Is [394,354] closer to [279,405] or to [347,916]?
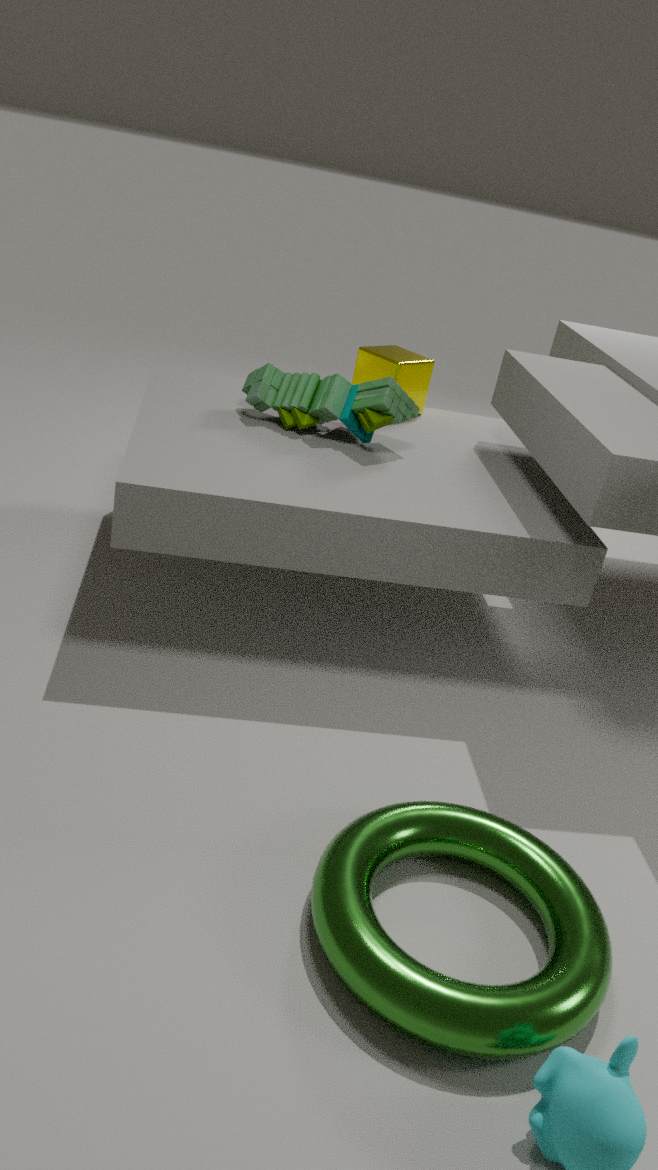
[279,405]
